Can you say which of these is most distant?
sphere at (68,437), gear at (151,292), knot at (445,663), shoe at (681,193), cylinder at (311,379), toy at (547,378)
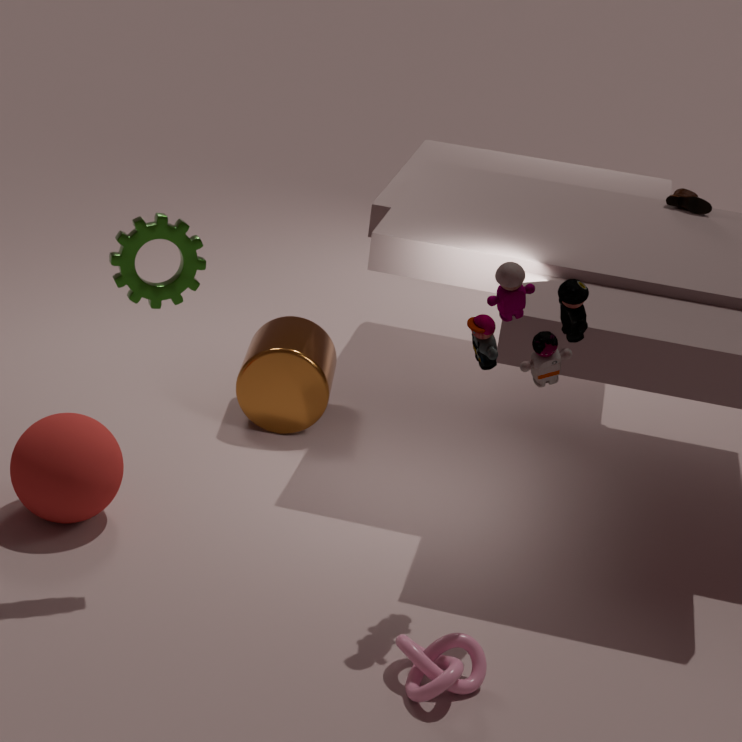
shoe at (681,193)
